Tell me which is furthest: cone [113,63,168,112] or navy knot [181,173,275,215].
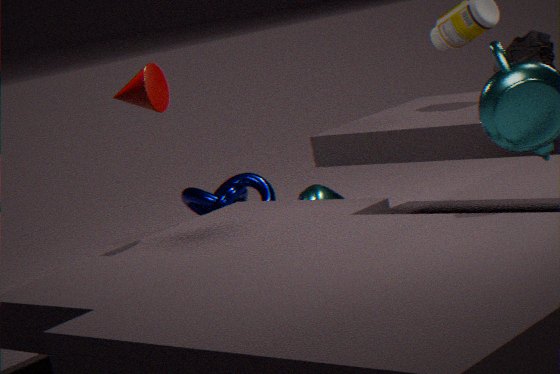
navy knot [181,173,275,215]
